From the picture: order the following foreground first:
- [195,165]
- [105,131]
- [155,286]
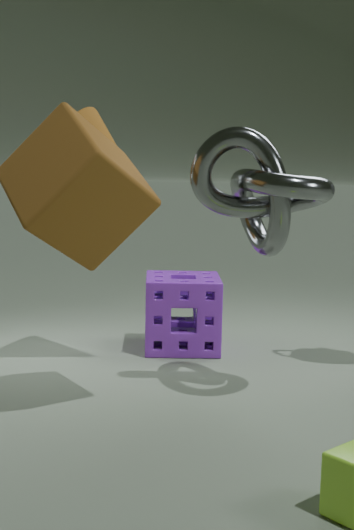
[195,165], [105,131], [155,286]
